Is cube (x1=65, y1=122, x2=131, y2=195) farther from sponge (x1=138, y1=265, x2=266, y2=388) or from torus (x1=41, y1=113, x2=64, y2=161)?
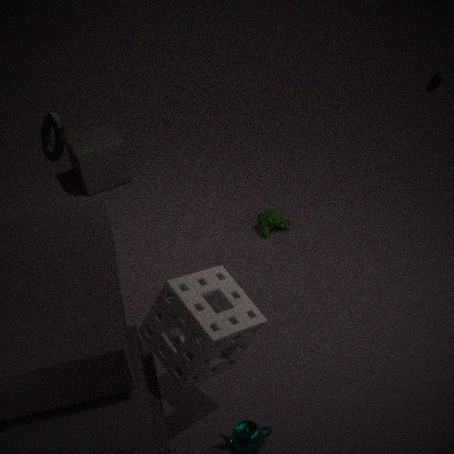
sponge (x1=138, y1=265, x2=266, y2=388)
